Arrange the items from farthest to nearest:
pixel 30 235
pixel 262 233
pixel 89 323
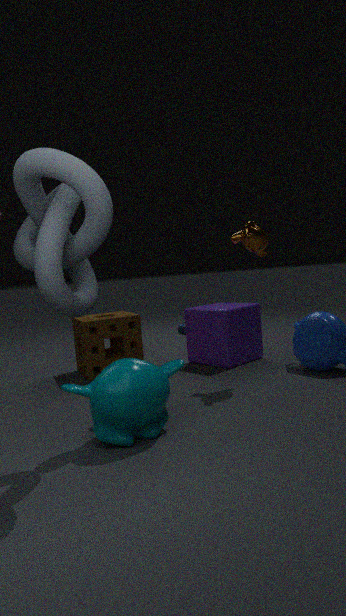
pixel 89 323 → pixel 262 233 → pixel 30 235
